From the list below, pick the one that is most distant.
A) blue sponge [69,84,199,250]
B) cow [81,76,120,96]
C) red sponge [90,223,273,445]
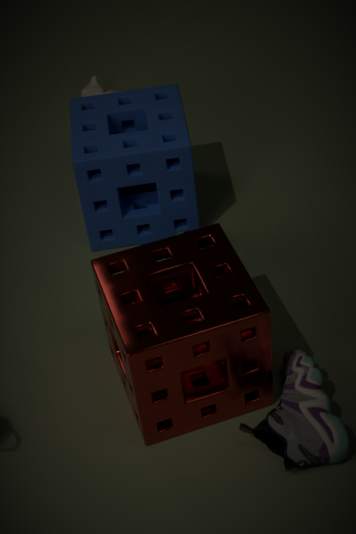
cow [81,76,120,96]
